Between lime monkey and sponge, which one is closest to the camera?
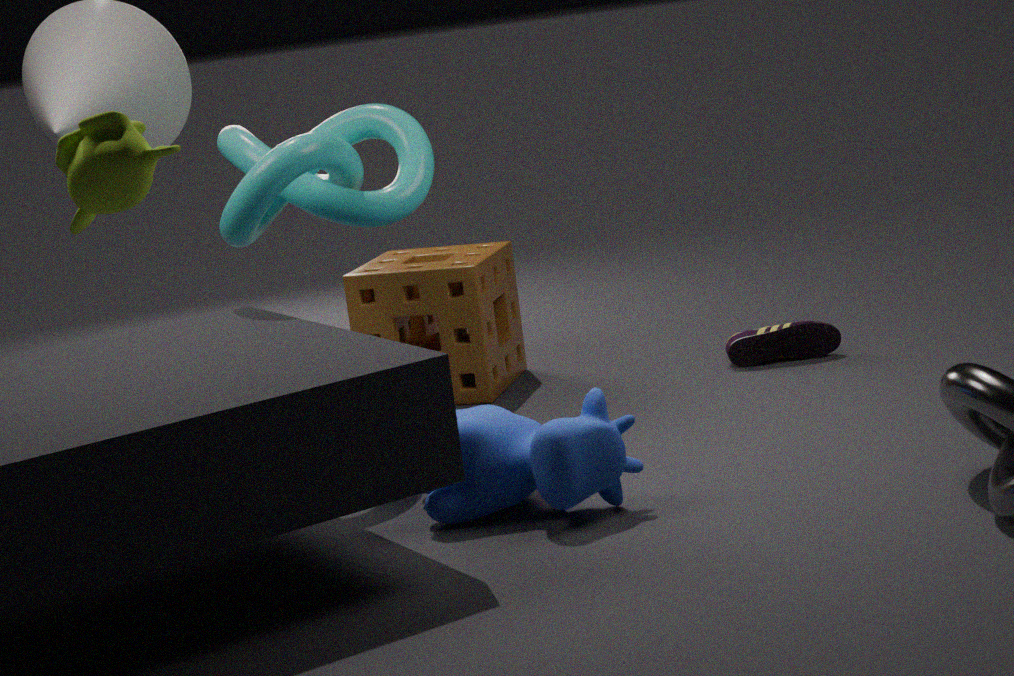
lime monkey
